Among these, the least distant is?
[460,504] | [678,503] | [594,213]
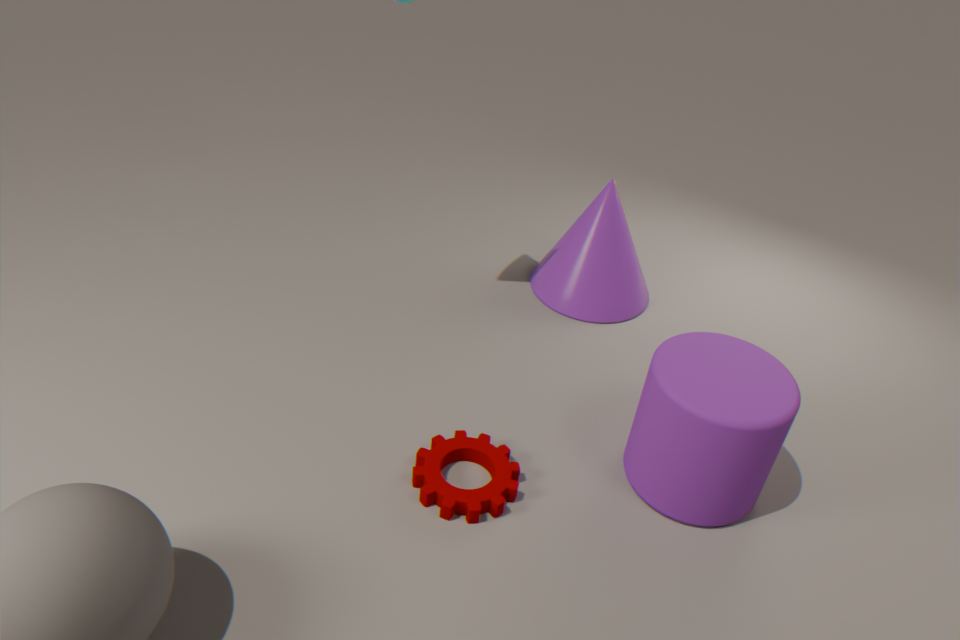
[460,504]
